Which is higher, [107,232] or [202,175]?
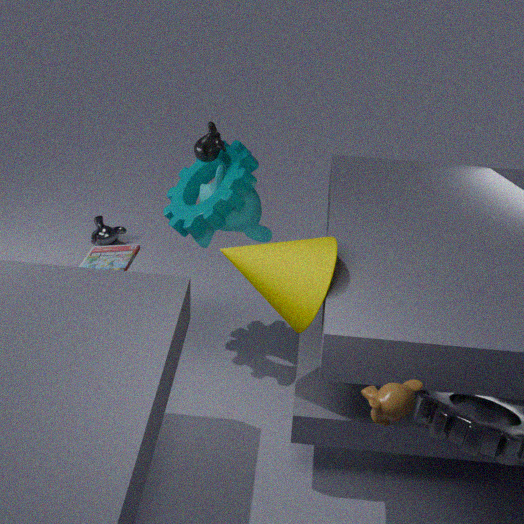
[202,175]
